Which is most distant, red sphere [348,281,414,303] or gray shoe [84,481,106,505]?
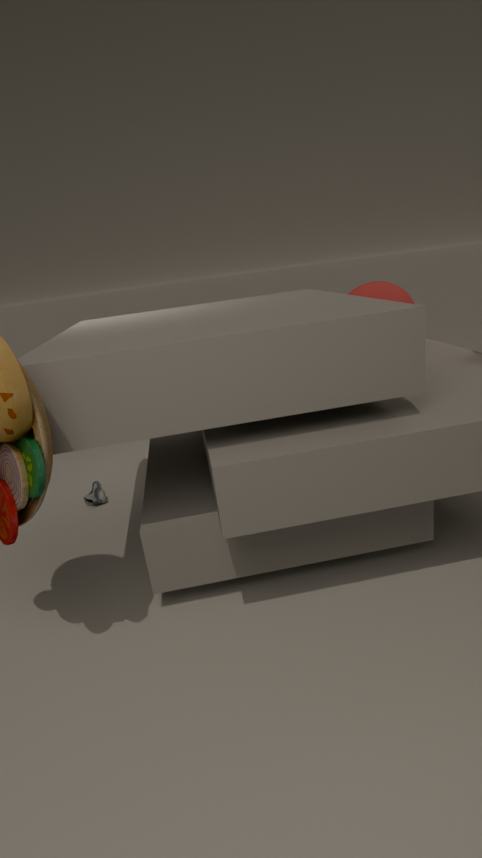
gray shoe [84,481,106,505]
